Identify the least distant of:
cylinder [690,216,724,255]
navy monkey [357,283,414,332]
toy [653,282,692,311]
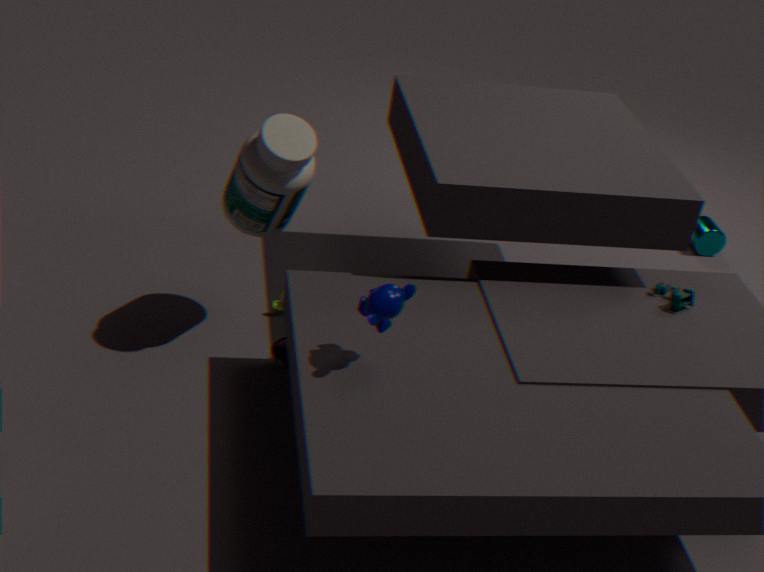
navy monkey [357,283,414,332]
